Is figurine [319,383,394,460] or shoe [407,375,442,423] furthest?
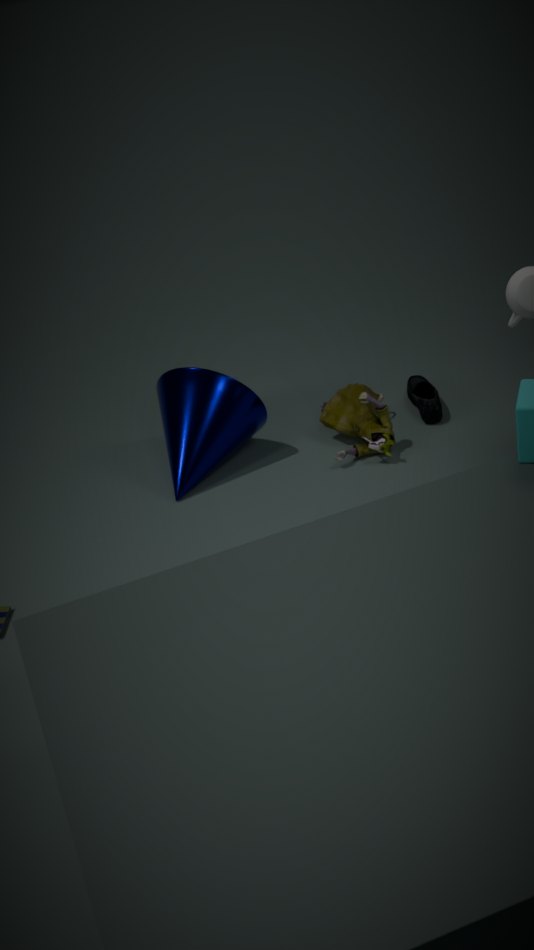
shoe [407,375,442,423]
